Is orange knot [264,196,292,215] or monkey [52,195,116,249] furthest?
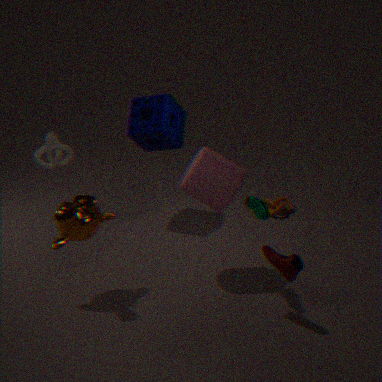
orange knot [264,196,292,215]
